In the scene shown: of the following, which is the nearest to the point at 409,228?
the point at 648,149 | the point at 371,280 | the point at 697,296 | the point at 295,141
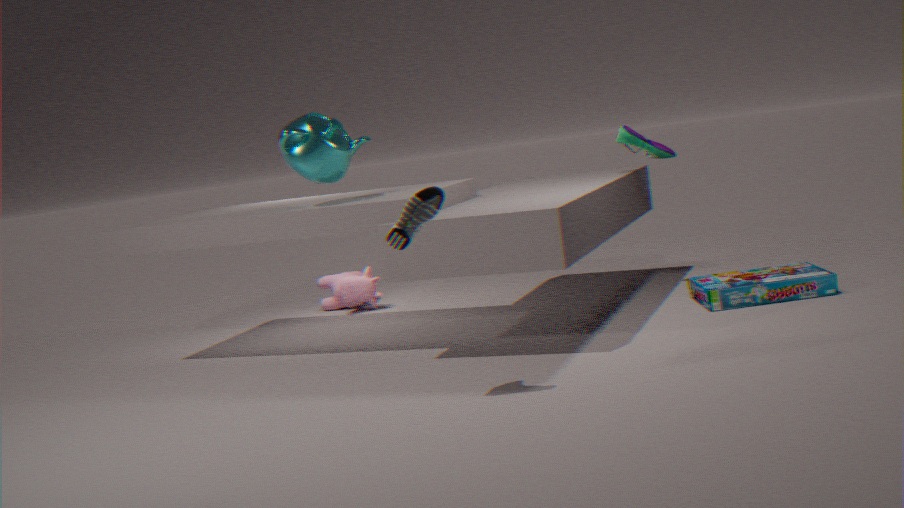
the point at 295,141
